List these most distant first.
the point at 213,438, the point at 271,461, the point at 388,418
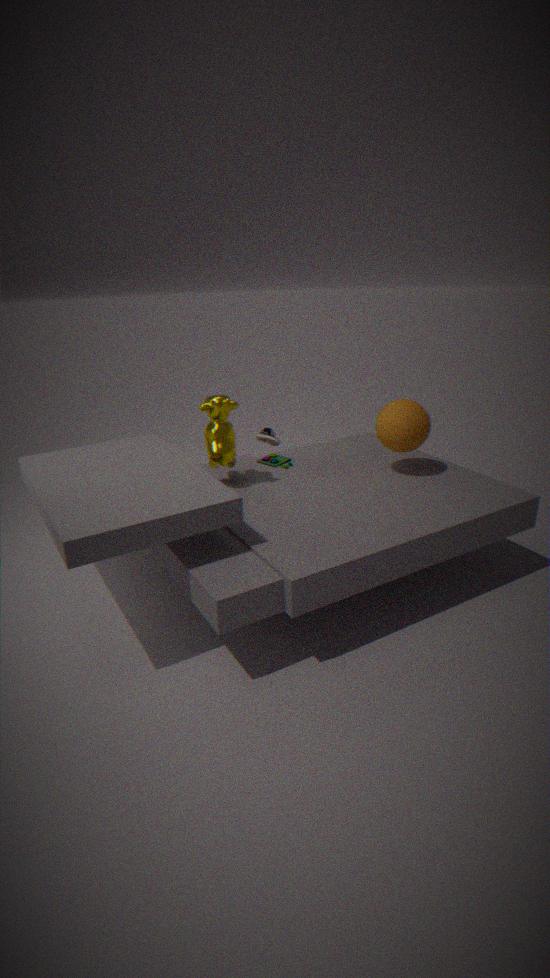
1. the point at 271,461
2. the point at 388,418
3. the point at 213,438
